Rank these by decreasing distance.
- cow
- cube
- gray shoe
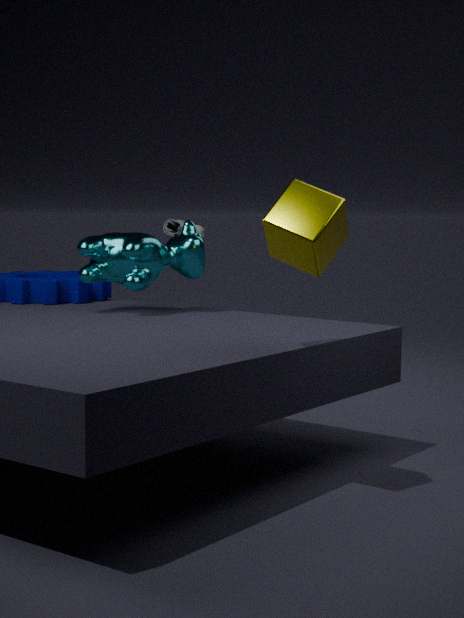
gray shoe, cow, cube
